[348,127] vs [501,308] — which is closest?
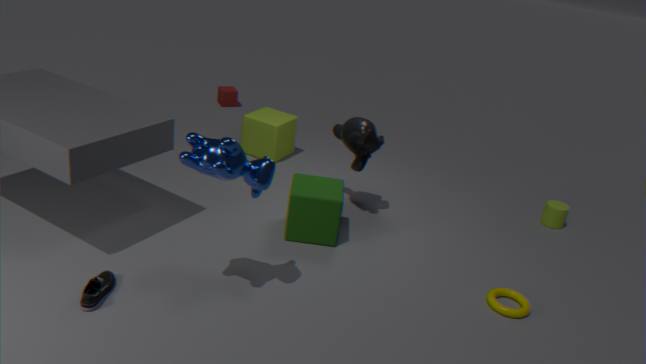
[501,308]
